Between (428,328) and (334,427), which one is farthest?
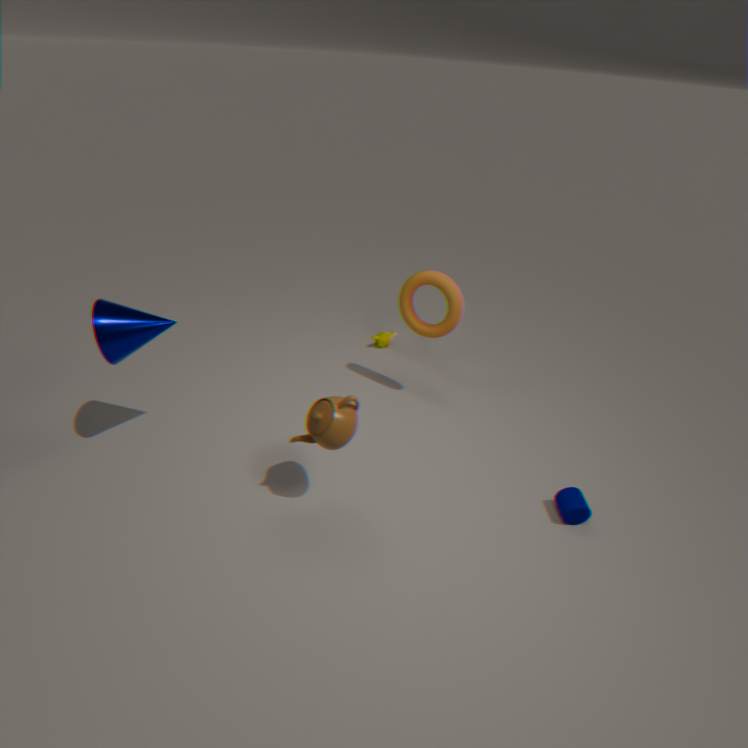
(428,328)
